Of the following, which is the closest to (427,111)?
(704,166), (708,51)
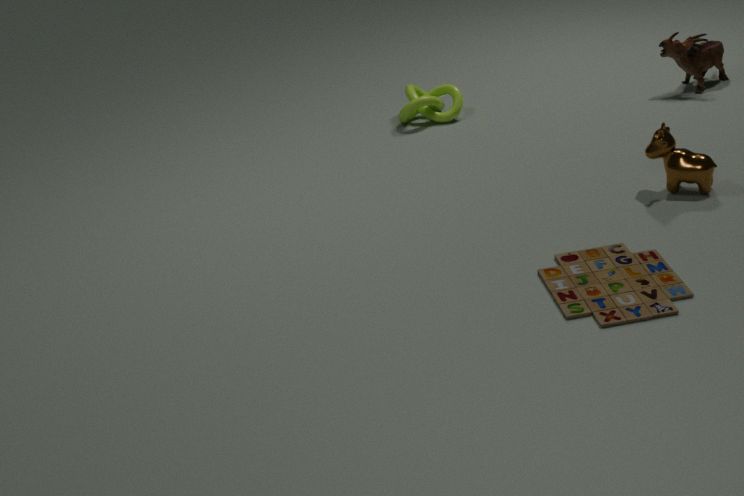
(708,51)
